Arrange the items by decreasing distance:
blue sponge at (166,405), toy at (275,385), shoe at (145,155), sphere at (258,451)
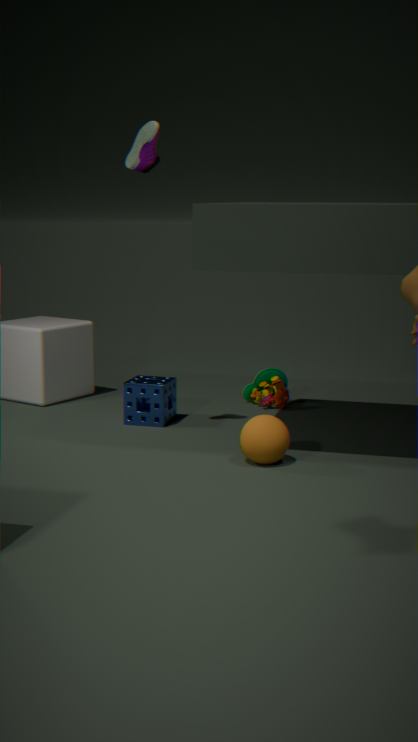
toy at (275,385) < blue sponge at (166,405) < shoe at (145,155) < sphere at (258,451)
